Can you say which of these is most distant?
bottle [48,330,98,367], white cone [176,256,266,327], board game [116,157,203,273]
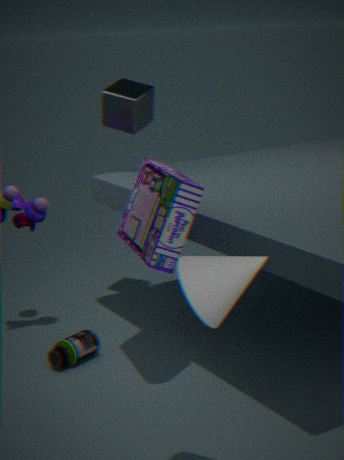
bottle [48,330,98,367]
